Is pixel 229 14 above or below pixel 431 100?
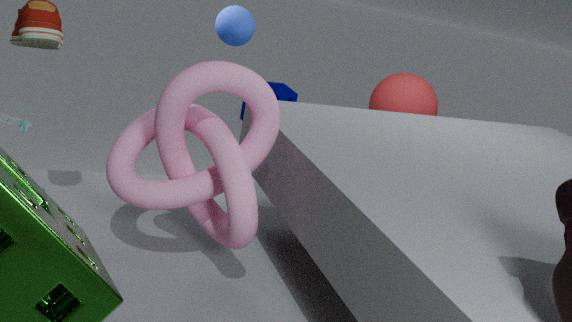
above
